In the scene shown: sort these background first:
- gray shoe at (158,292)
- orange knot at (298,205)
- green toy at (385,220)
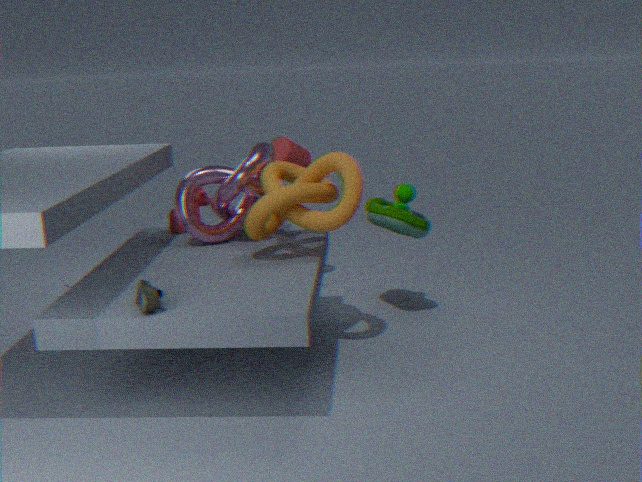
green toy at (385,220), orange knot at (298,205), gray shoe at (158,292)
